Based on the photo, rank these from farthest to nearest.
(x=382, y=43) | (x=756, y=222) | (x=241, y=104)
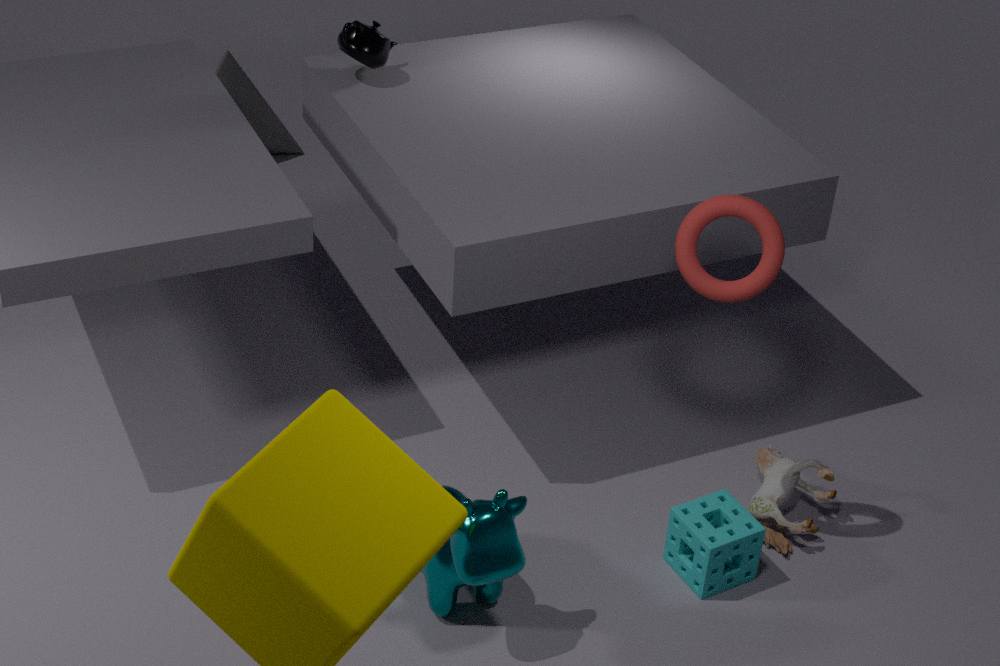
1. (x=241, y=104)
2. (x=382, y=43)
3. (x=756, y=222)
